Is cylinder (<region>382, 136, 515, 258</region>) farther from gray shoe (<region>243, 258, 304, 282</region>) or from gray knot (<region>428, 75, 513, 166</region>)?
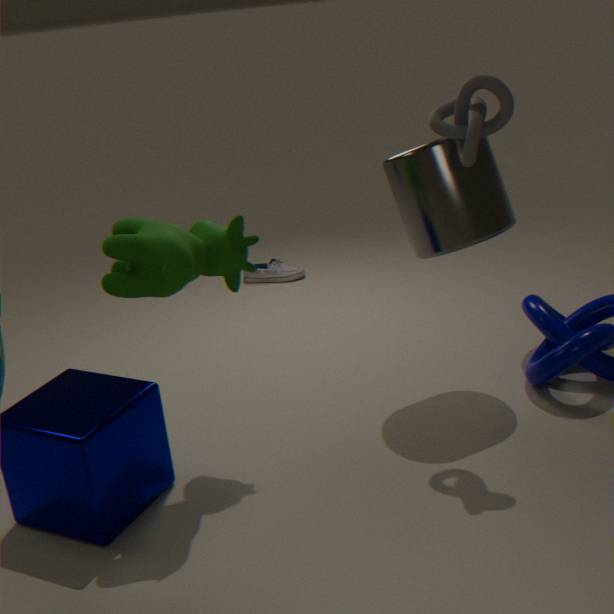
gray shoe (<region>243, 258, 304, 282</region>)
